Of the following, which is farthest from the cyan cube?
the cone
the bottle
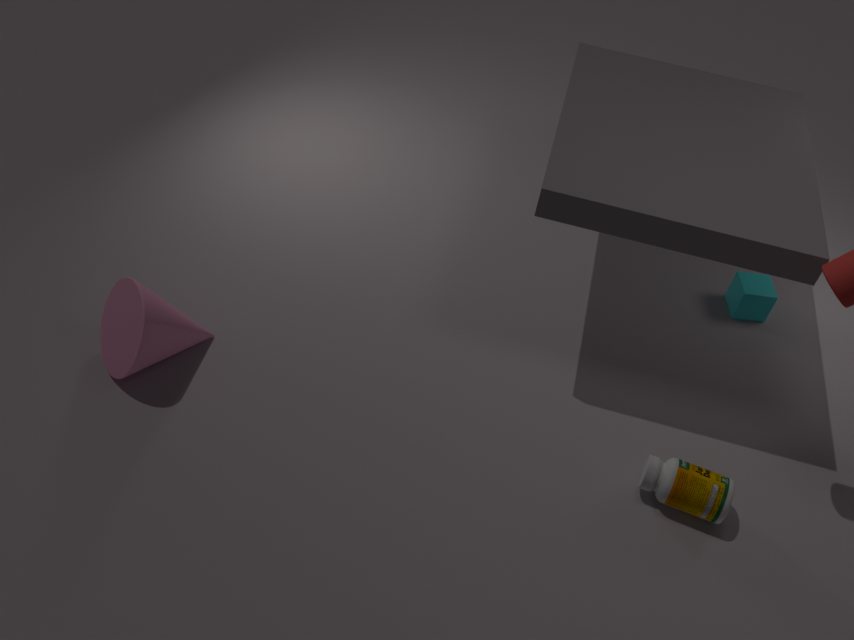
the cone
